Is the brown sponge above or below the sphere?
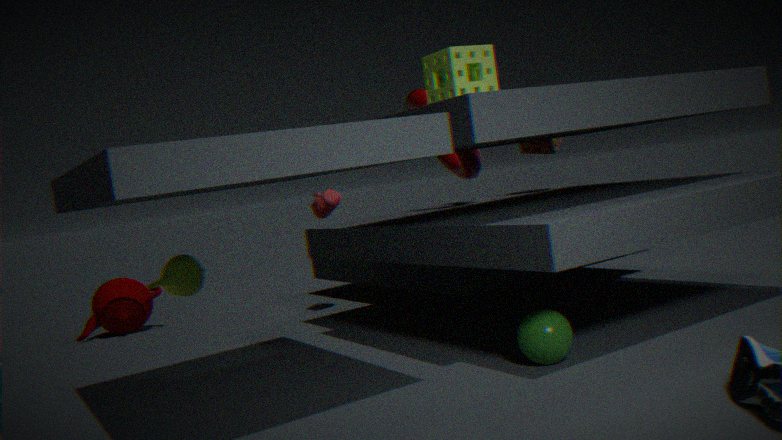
above
